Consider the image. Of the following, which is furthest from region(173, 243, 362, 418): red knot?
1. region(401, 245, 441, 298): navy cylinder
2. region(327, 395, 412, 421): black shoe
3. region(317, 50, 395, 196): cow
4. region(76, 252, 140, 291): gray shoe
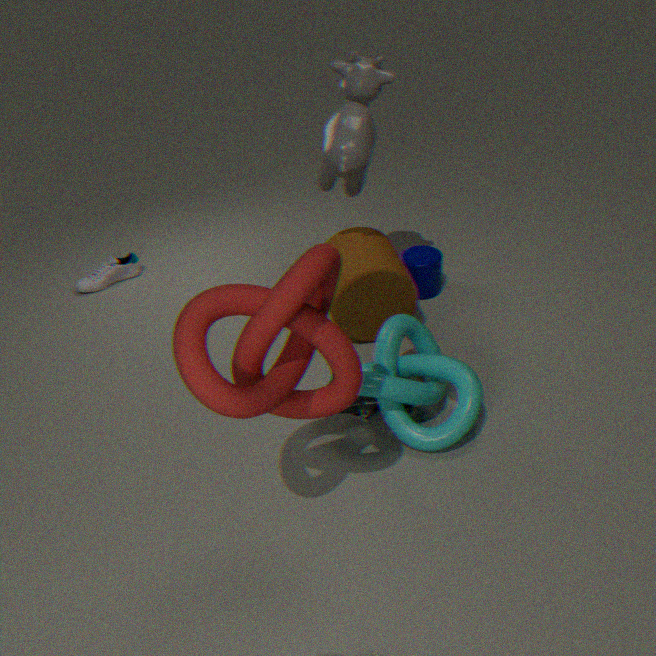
region(76, 252, 140, 291): gray shoe
